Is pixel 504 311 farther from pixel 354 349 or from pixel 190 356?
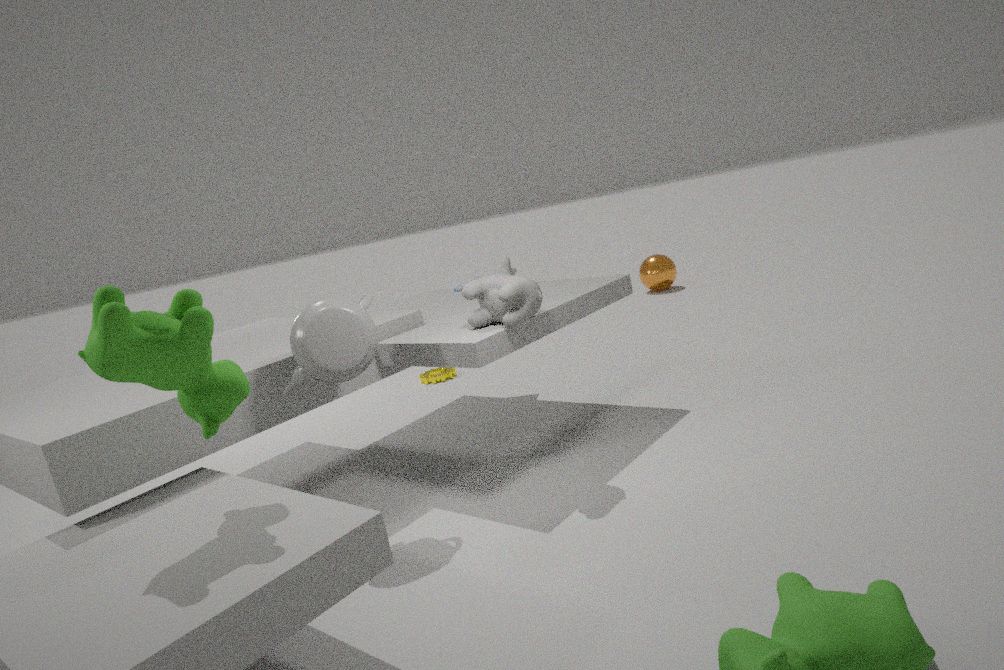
pixel 190 356
